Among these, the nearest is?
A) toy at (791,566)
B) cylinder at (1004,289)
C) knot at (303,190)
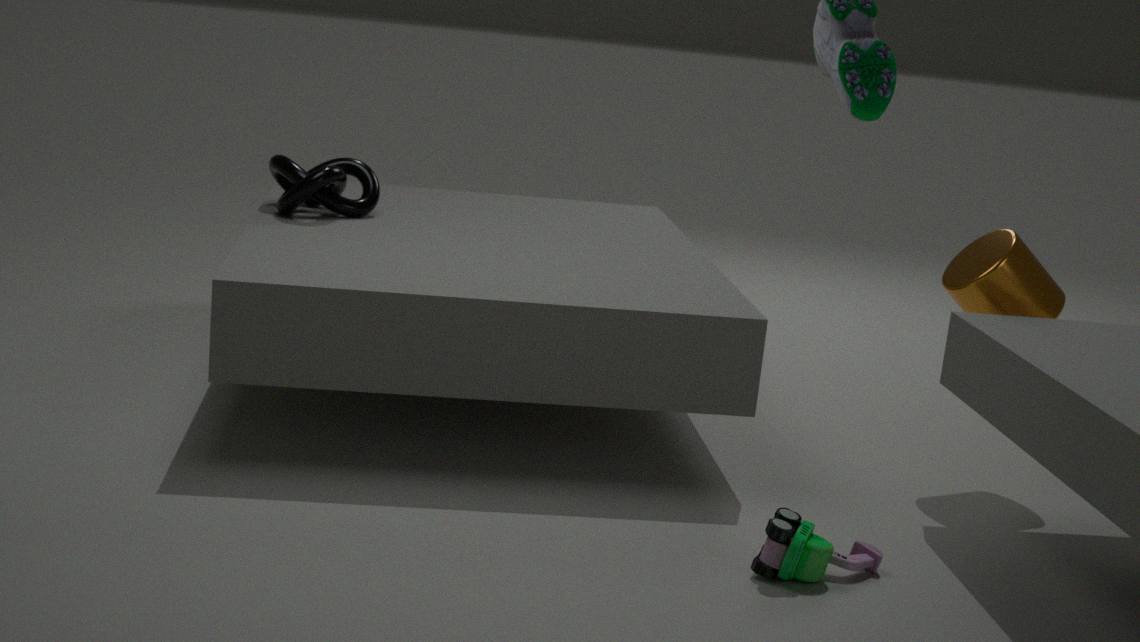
A. toy at (791,566)
